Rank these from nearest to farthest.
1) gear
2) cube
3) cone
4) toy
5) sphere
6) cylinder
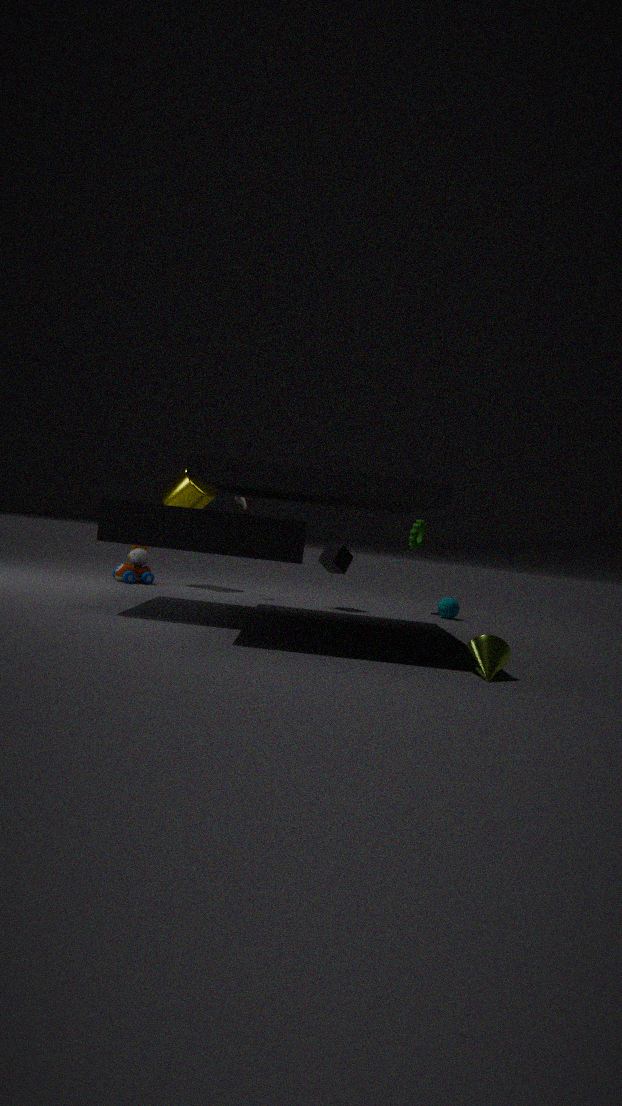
1. 3. cone
2. 2. cube
3. 4. toy
4. 5. sphere
5. 6. cylinder
6. 1. gear
